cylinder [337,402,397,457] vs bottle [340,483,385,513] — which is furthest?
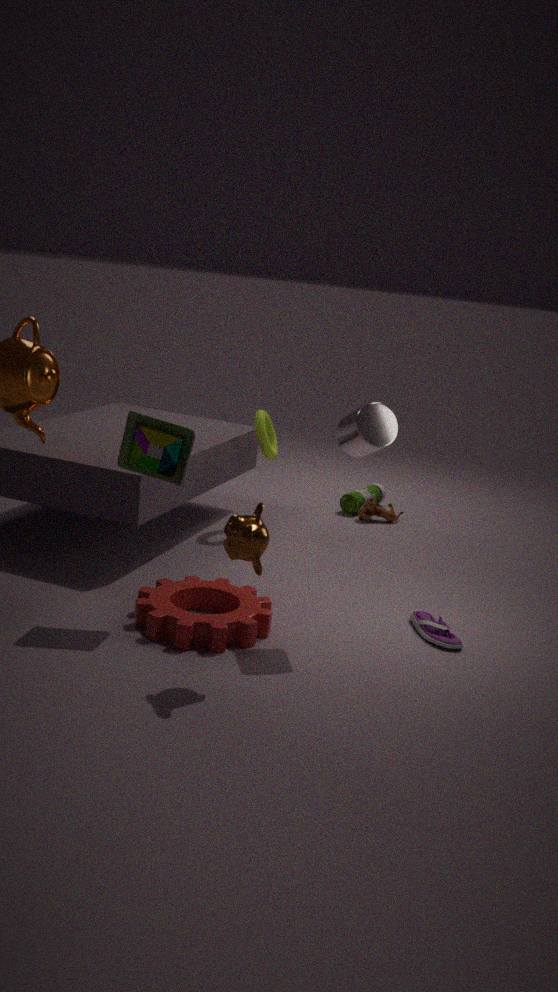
bottle [340,483,385,513]
